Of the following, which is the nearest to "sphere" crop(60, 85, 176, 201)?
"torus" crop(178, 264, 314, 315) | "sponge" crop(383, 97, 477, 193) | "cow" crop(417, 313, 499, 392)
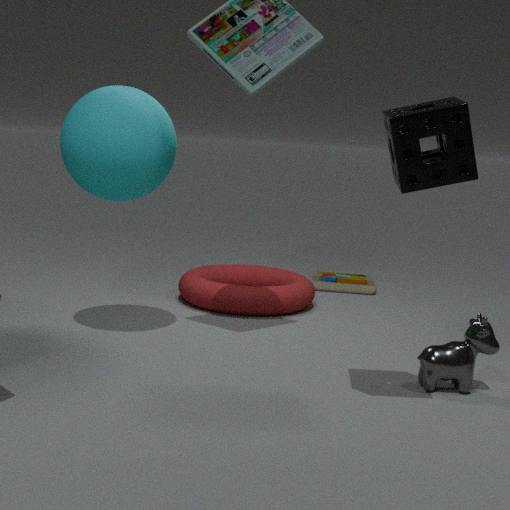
"torus" crop(178, 264, 314, 315)
